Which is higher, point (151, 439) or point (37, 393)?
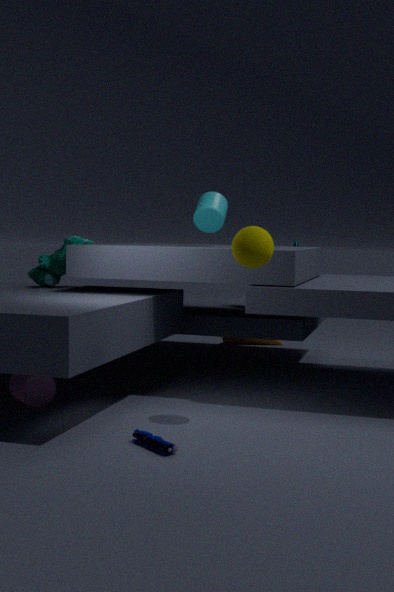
point (37, 393)
